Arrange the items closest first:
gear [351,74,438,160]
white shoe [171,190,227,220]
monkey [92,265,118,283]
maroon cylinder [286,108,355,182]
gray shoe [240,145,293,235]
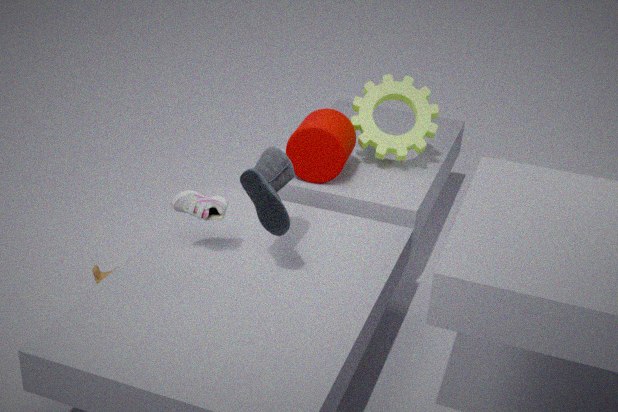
gray shoe [240,145,293,235] < white shoe [171,190,227,220] < monkey [92,265,118,283] < maroon cylinder [286,108,355,182] < gear [351,74,438,160]
